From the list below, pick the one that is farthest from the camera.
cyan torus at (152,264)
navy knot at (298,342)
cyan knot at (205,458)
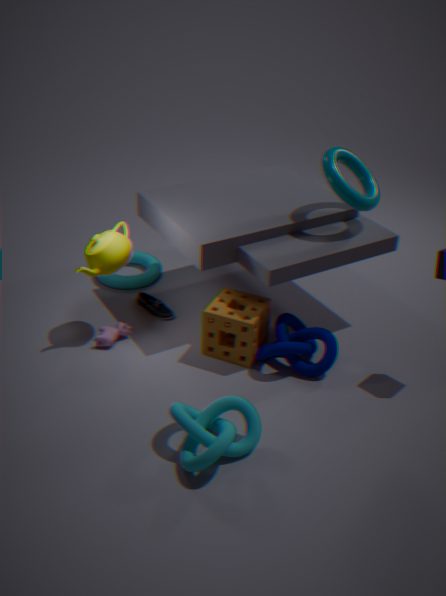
cyan torus at (152,264)
